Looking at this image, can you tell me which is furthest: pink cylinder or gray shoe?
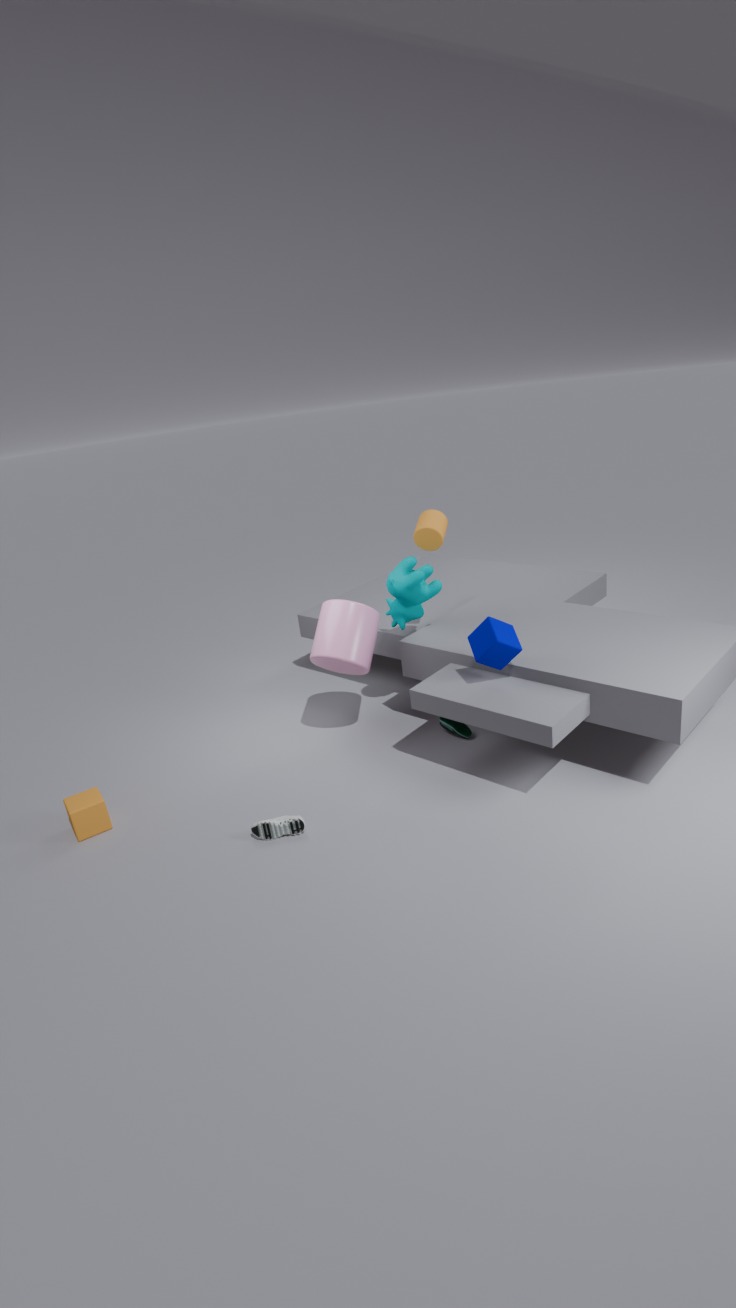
pink cylinder
